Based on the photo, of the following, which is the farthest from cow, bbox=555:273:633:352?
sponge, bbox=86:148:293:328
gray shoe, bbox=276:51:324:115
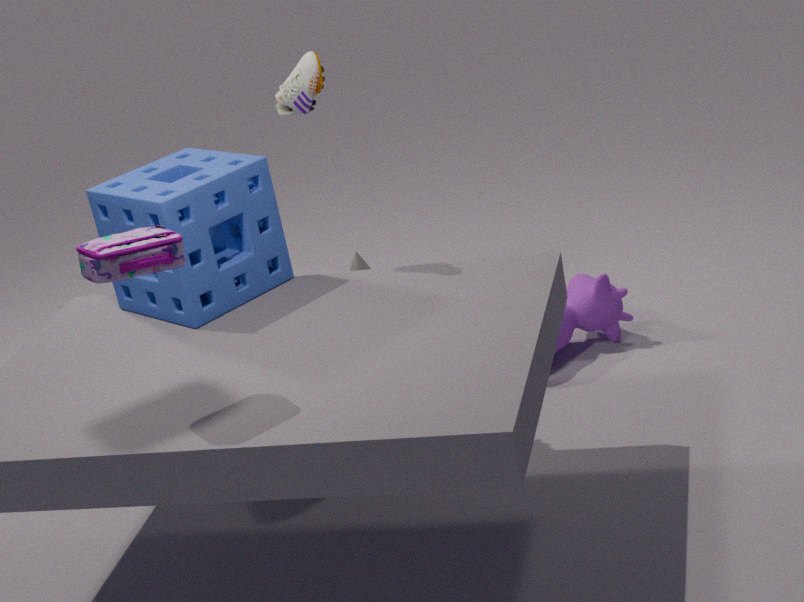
gray shoe, bbox=276:51:324:115
